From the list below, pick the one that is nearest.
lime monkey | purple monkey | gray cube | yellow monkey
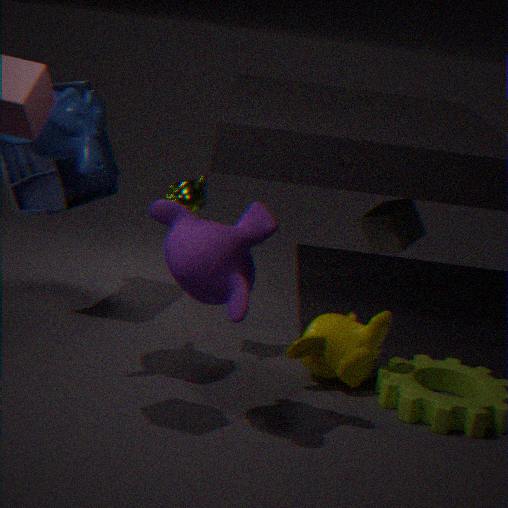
purple monkey
